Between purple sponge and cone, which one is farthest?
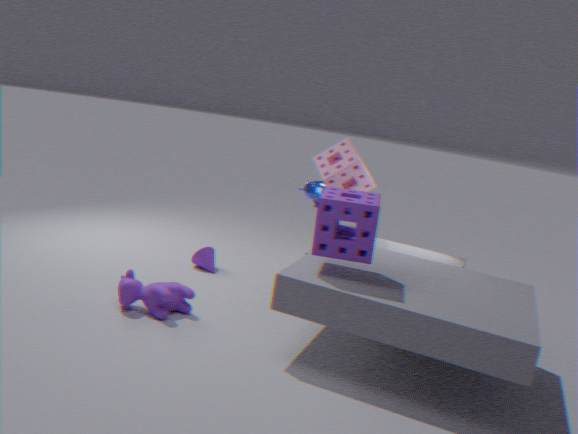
cone
